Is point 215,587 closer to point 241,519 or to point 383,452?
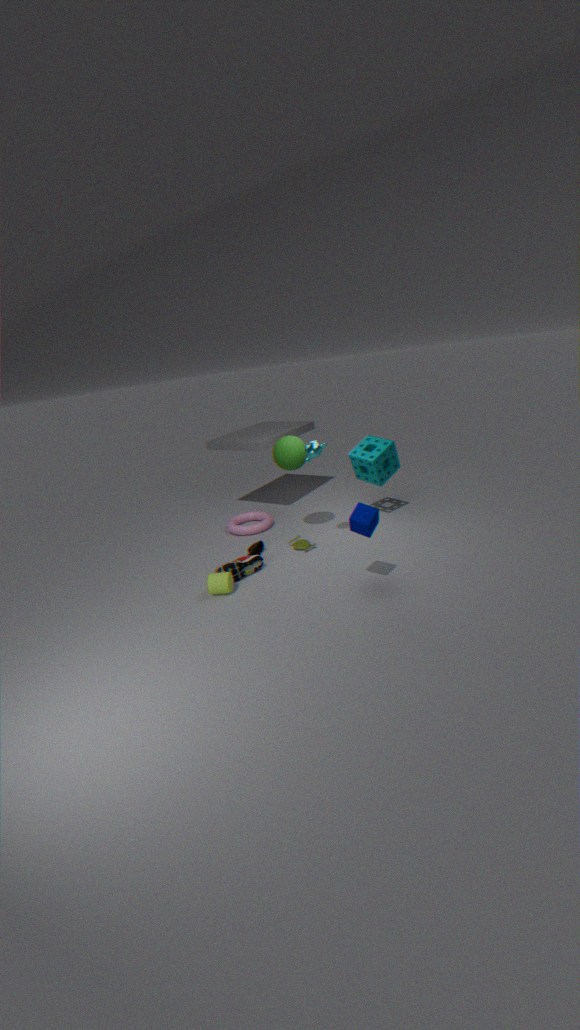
point 241,519
